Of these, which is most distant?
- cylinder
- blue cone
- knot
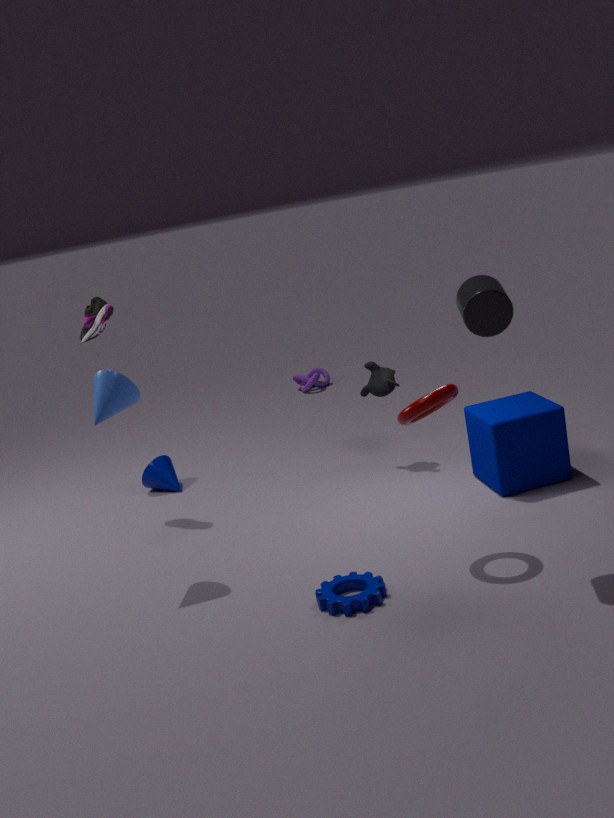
knot
